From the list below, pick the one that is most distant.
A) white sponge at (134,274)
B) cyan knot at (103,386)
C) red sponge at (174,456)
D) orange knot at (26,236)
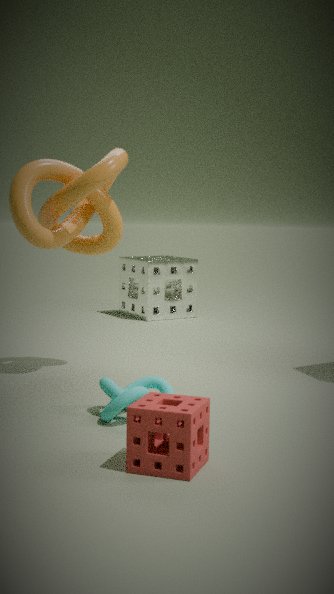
white sponge at (134,274)
